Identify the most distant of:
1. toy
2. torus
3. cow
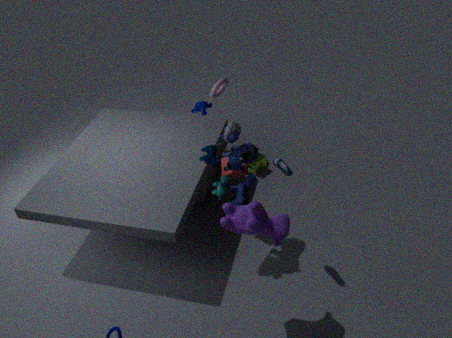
torus
